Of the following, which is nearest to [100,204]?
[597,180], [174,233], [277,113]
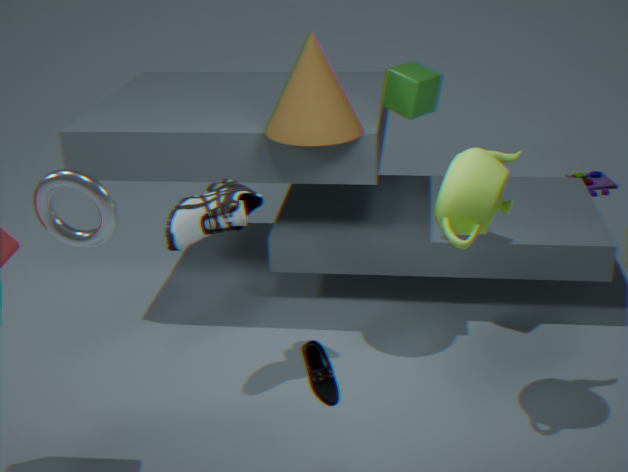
[174,233]
